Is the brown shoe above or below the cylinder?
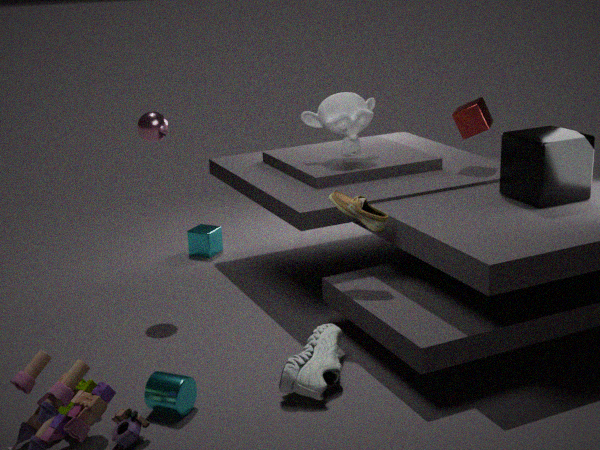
above
